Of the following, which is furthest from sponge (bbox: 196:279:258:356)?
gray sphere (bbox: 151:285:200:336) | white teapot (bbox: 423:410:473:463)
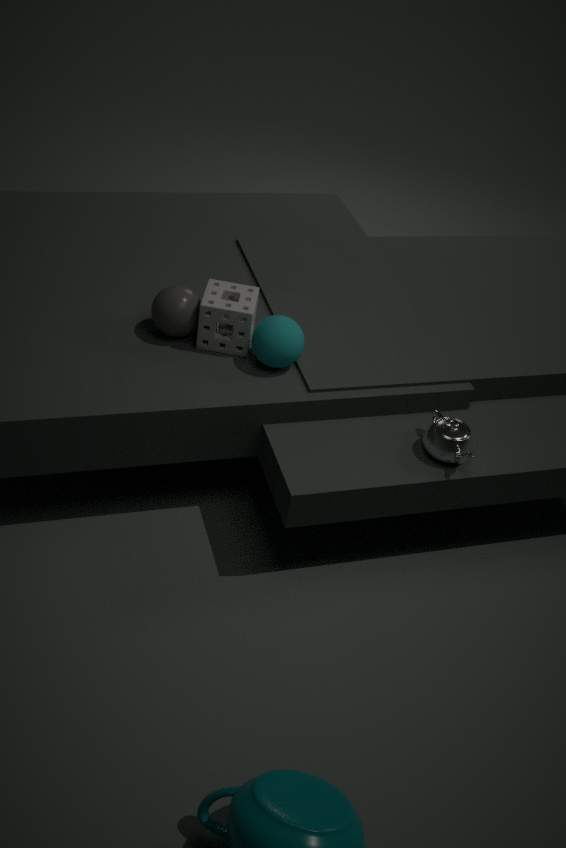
white teapot (bbox: 423:410:473:463)
